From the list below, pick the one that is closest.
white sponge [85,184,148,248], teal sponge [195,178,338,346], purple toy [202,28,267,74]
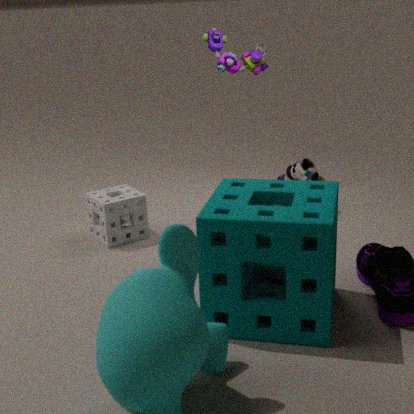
teal sponge [195,178,338,346]
